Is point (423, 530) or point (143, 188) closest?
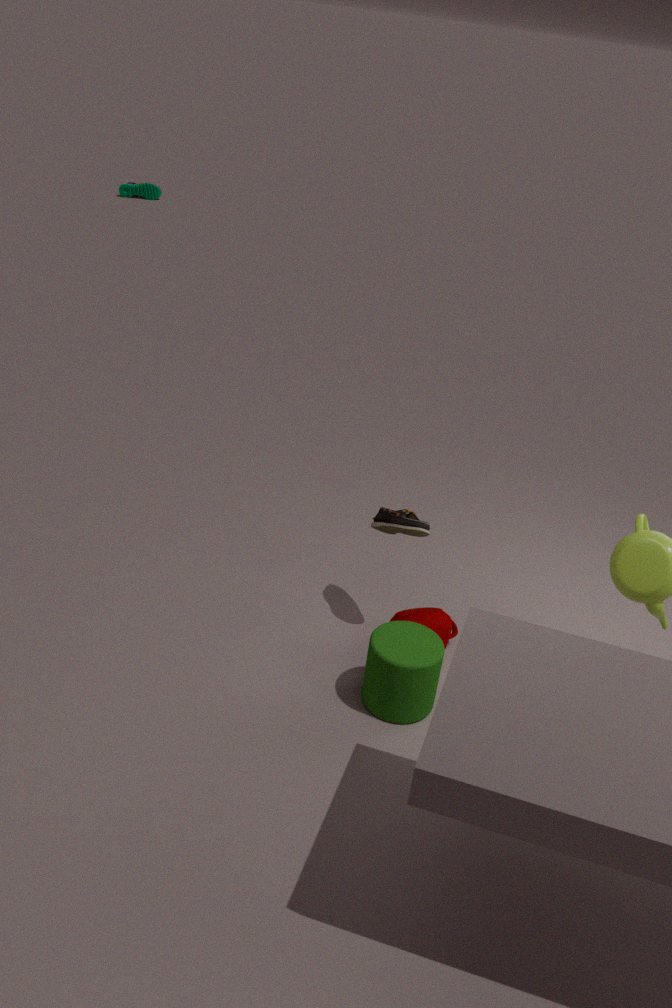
point (423, 530)
